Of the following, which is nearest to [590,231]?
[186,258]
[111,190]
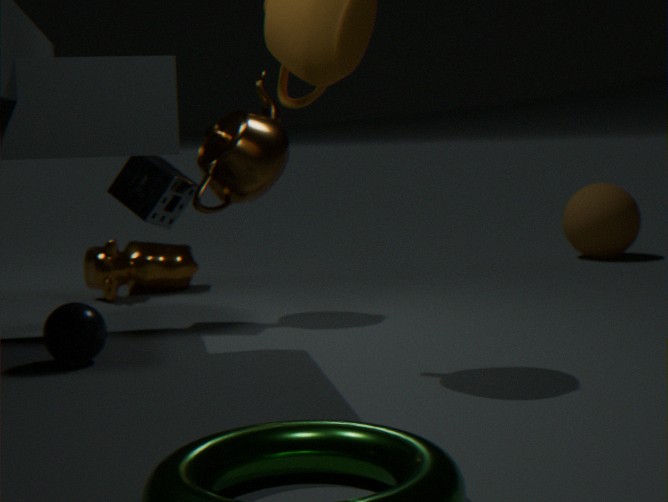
[186,258]
